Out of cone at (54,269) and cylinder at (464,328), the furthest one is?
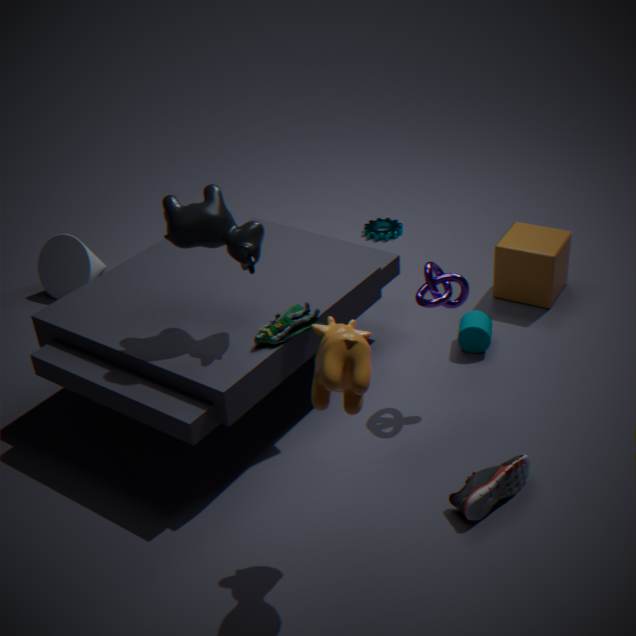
cone at (54,269)
